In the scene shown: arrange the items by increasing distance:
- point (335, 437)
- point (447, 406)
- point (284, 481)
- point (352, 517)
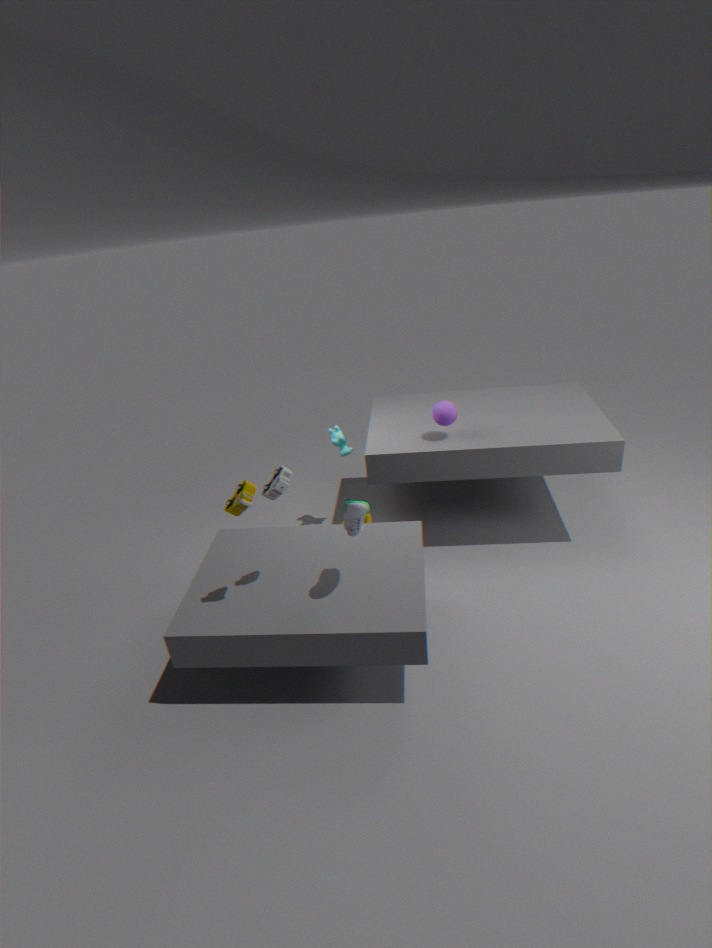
point (352, 517)
point (284, 481)
point (447, 406)
point (335, 437)
